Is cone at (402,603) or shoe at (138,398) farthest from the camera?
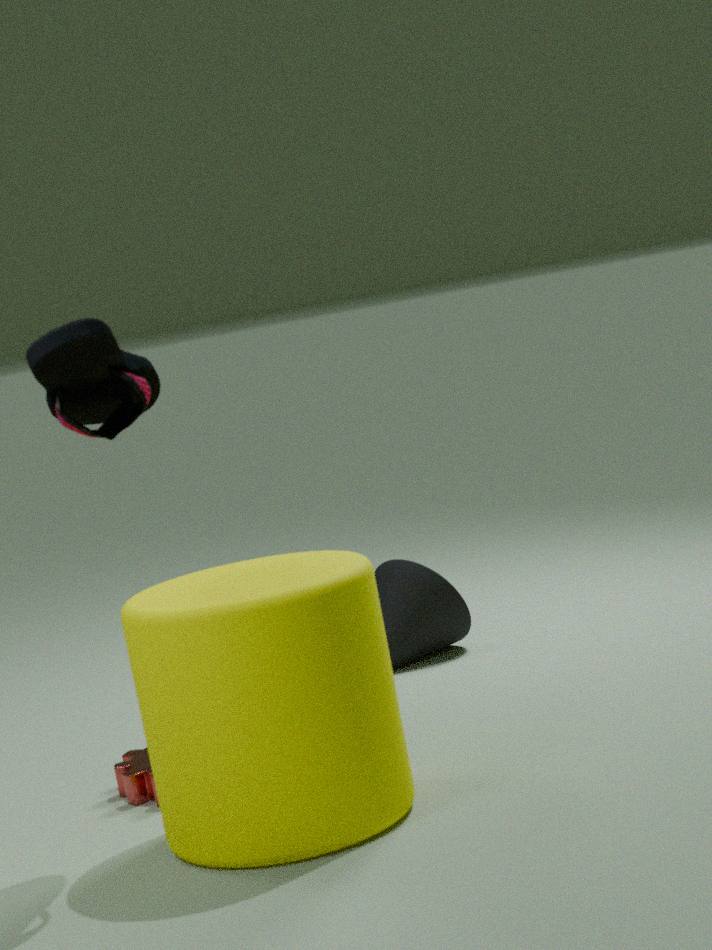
cone at (402,603)
